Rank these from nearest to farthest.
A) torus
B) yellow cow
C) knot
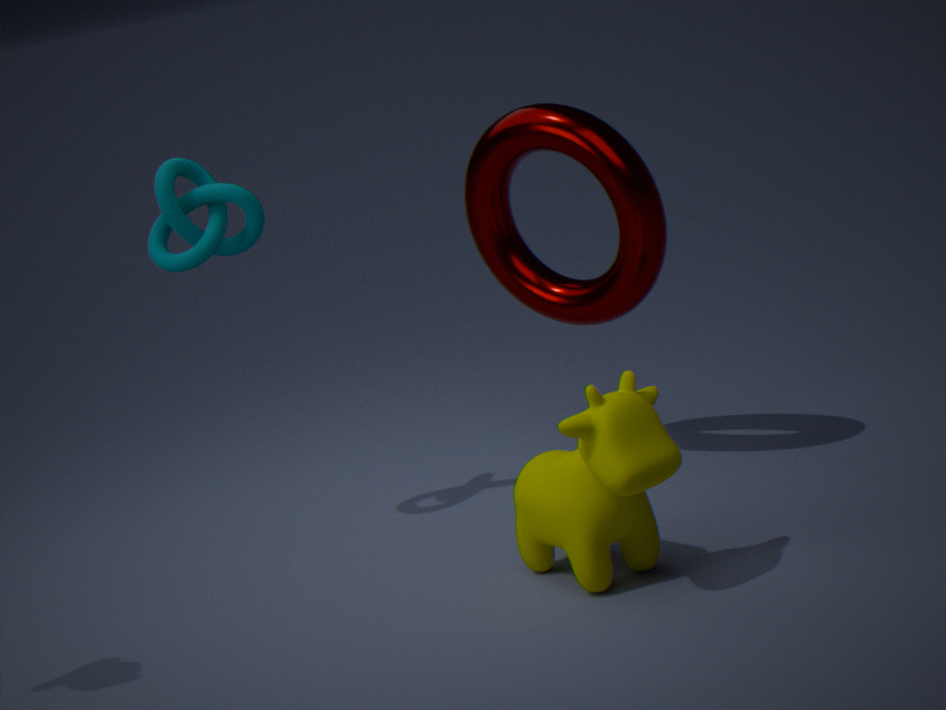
yellow cow < torus < knot
